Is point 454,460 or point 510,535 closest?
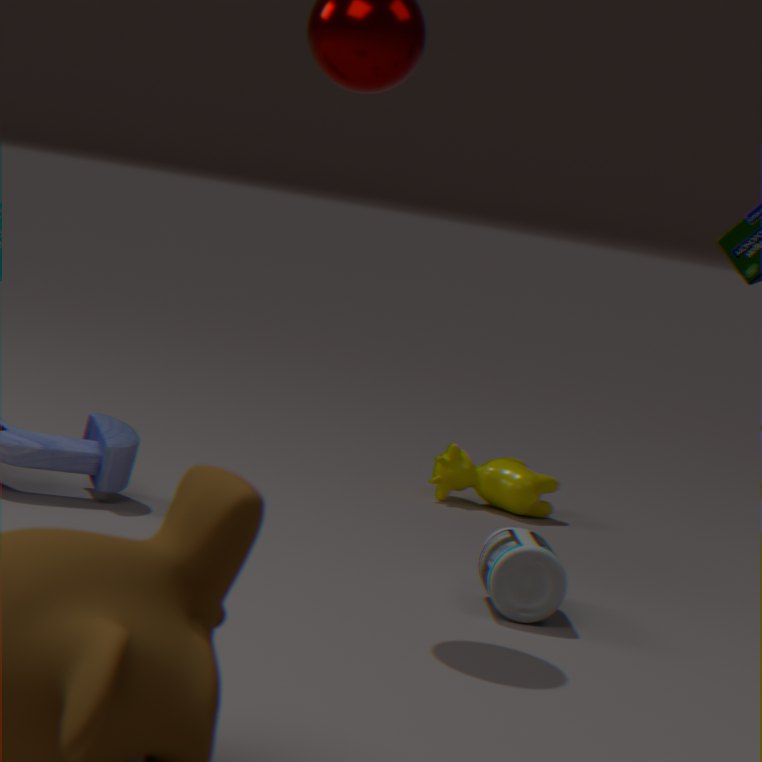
point 510,535
